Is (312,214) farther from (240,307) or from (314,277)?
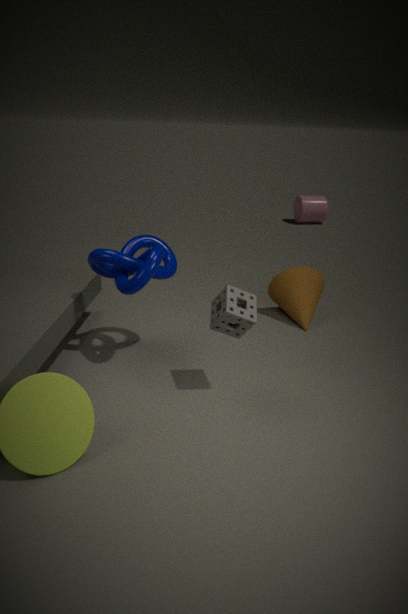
(240,307)
